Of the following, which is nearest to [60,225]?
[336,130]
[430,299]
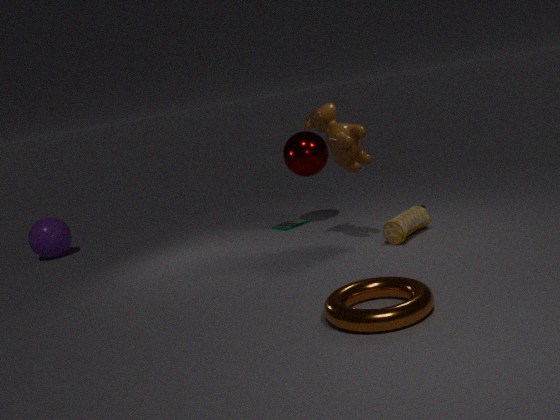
[336,130]
